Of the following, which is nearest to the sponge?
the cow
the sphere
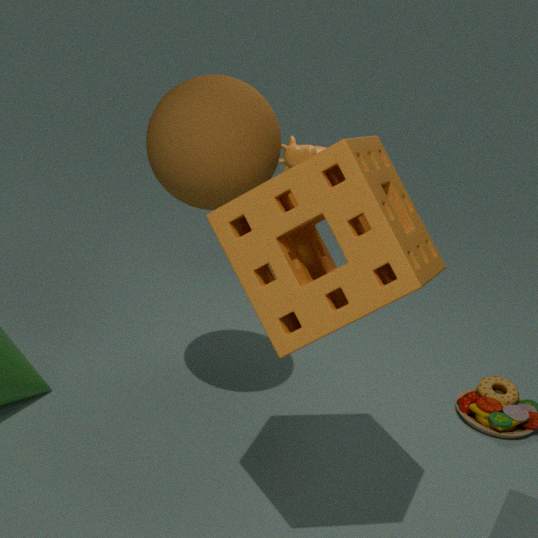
the sphere
